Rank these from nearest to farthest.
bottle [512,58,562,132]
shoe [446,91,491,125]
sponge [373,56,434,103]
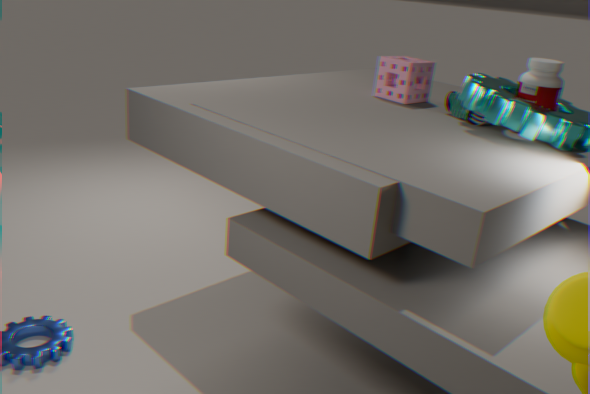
bottle [512,58,562,132] → shoe [446,91,491,125] → sponge [373,56,434,103]
